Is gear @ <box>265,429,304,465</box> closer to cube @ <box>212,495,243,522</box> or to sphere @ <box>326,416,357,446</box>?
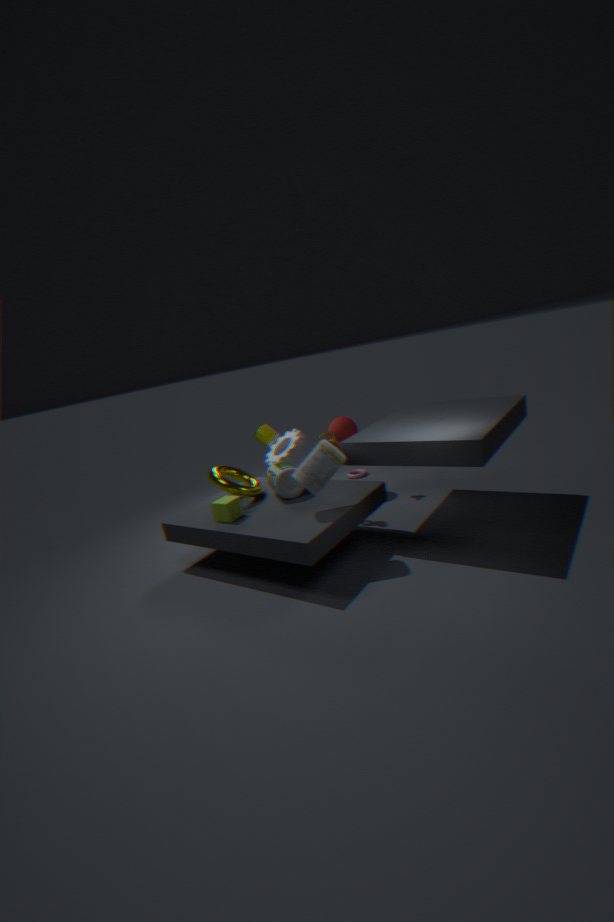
sphere @ <box>326,416,357,446</box>
